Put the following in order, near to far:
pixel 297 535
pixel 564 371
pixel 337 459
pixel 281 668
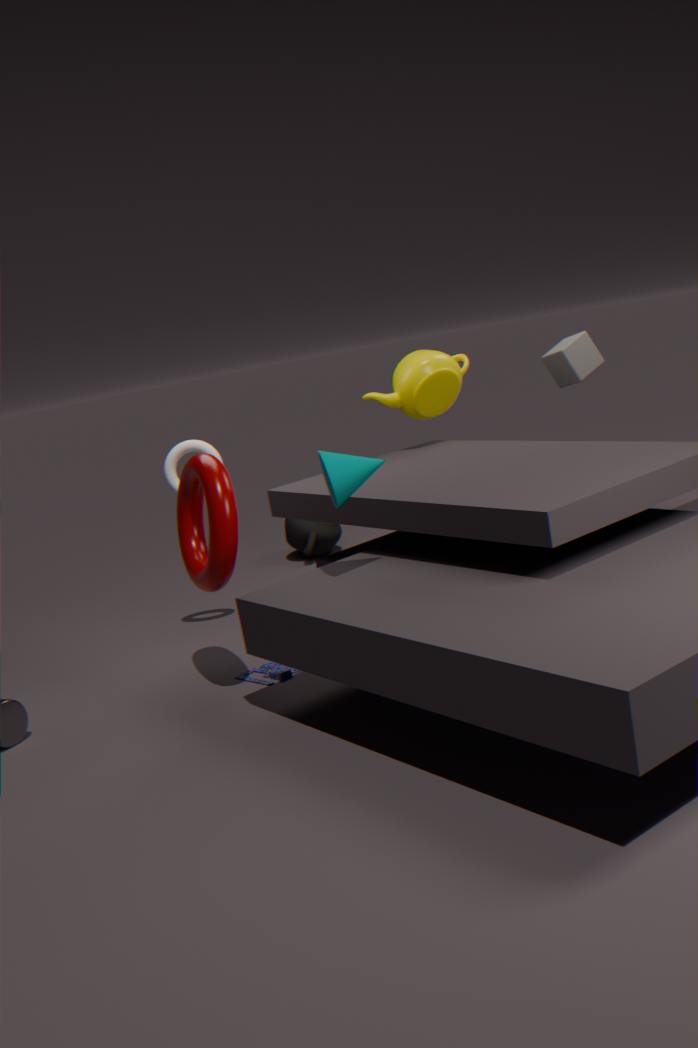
1. pixel 337 459
2. pixel 281 668
3. pixel 564 371
4. pixel 297 535
